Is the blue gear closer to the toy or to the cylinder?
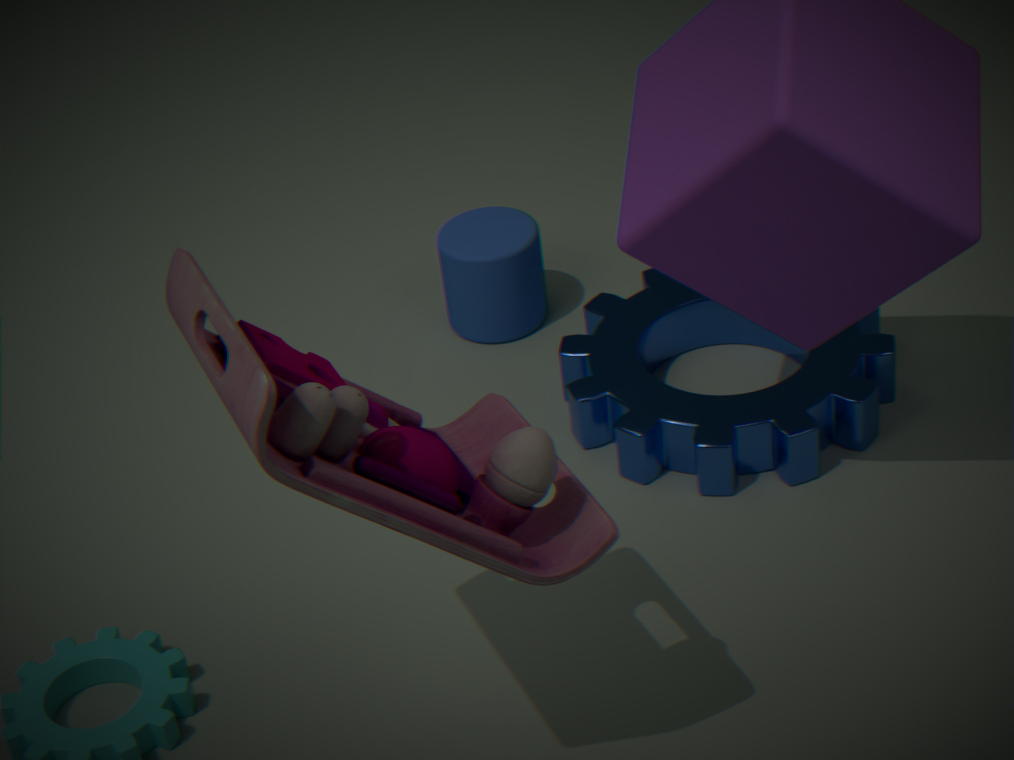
the cylinder
